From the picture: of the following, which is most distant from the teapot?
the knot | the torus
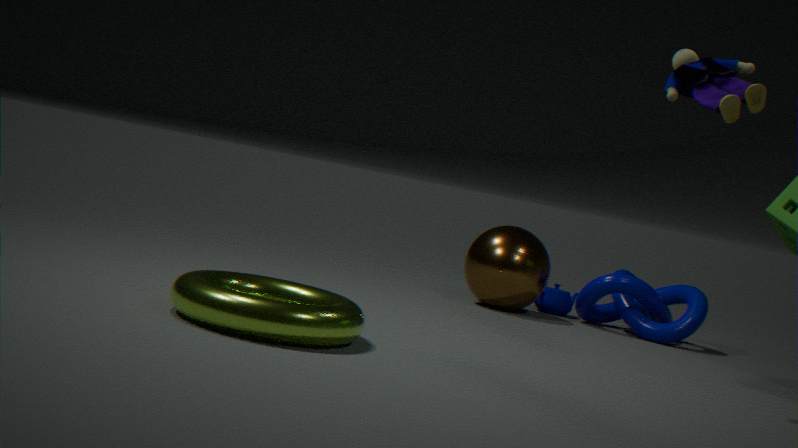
the torus
